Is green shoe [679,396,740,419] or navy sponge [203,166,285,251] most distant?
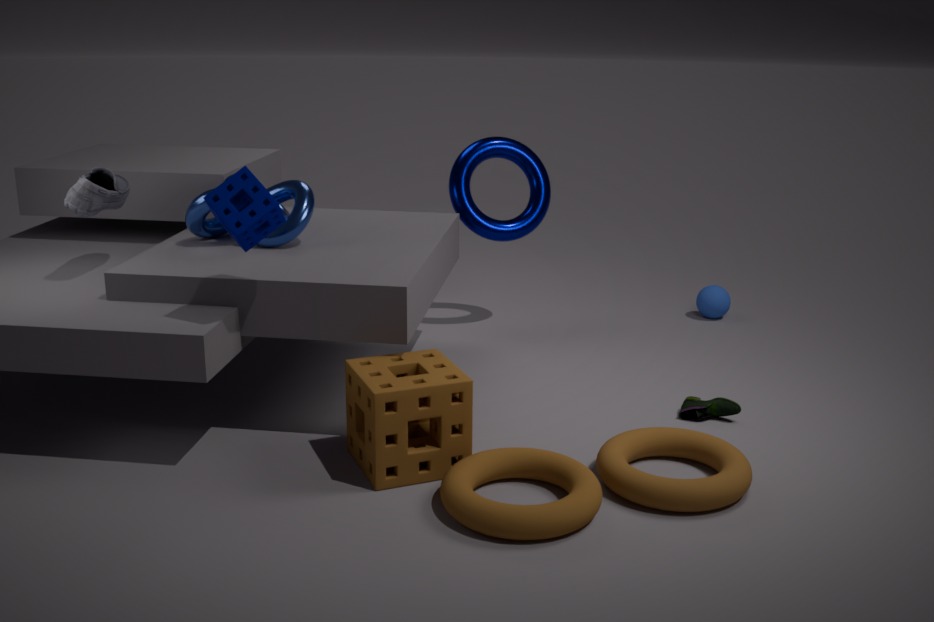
green shoe [679,396,740,419]
